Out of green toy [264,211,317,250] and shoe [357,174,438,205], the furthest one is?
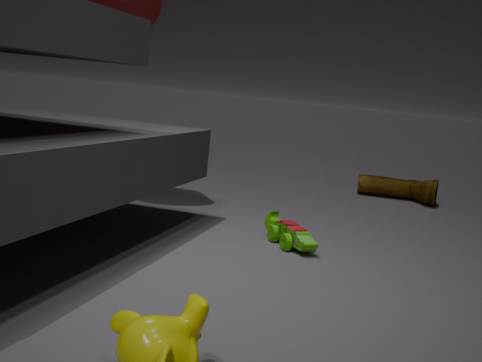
shoe [357,174,438,205]
